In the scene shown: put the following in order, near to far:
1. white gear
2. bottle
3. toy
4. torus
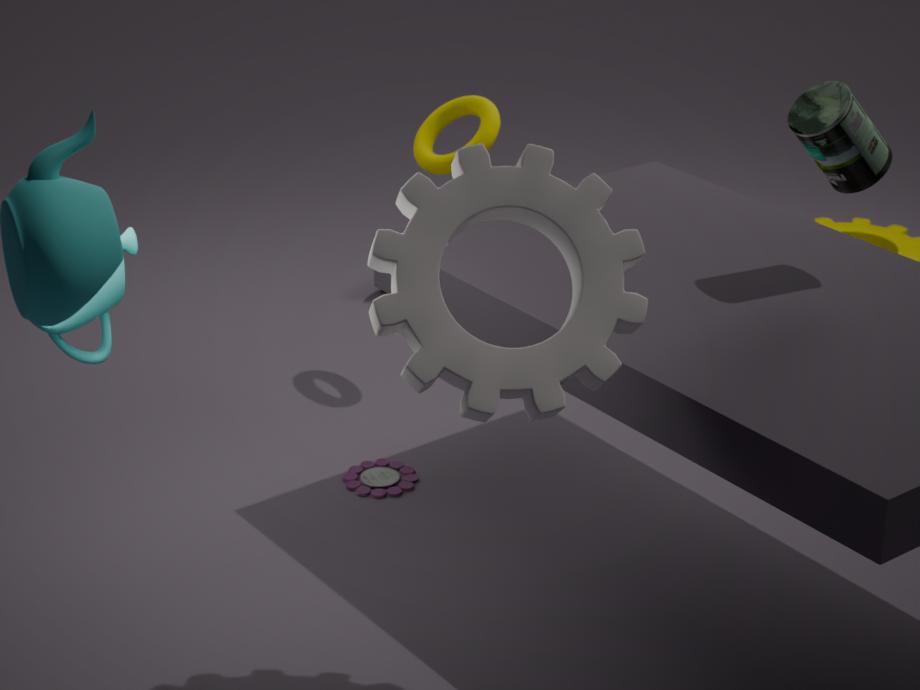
white gear → bottle → toy → torus
